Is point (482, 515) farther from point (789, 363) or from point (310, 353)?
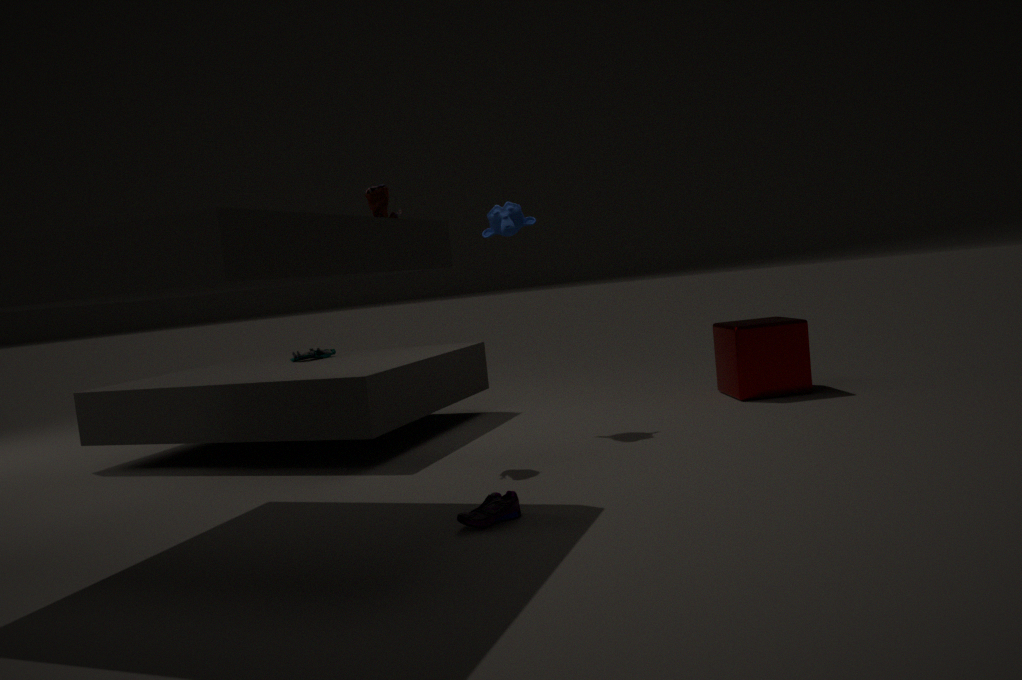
point (310, 353)
